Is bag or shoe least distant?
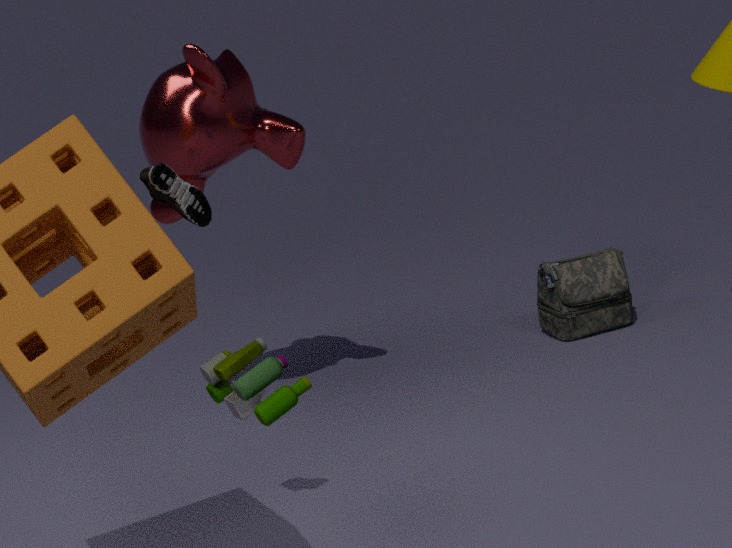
shoe
